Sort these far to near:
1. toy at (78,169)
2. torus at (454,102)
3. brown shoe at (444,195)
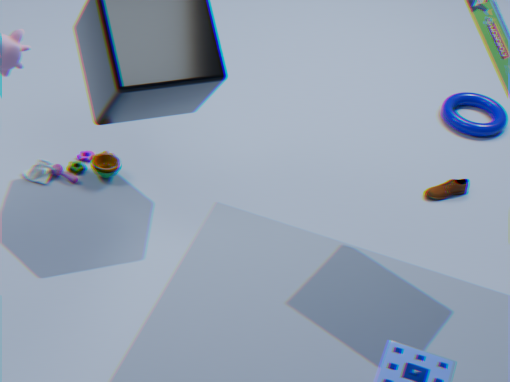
torus at (454,102)
brown shoe at (444,195)
toy at (78,169)
